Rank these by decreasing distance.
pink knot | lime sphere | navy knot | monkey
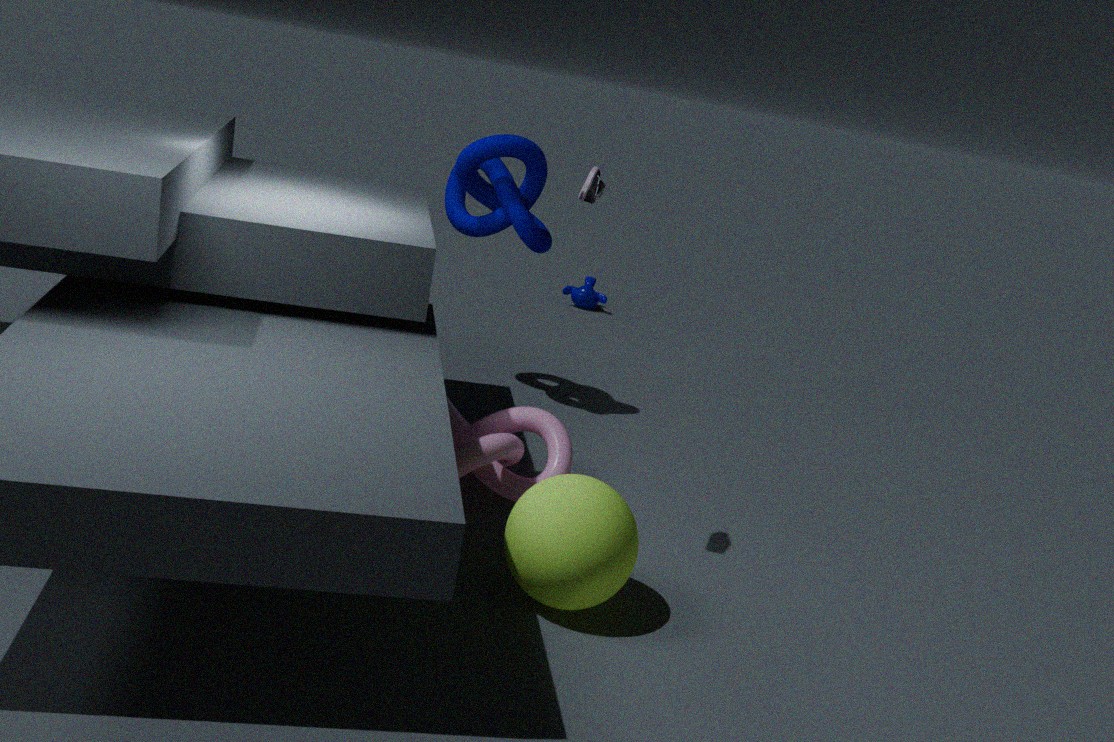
monkey < navy knot < pink knot < lime sphere
